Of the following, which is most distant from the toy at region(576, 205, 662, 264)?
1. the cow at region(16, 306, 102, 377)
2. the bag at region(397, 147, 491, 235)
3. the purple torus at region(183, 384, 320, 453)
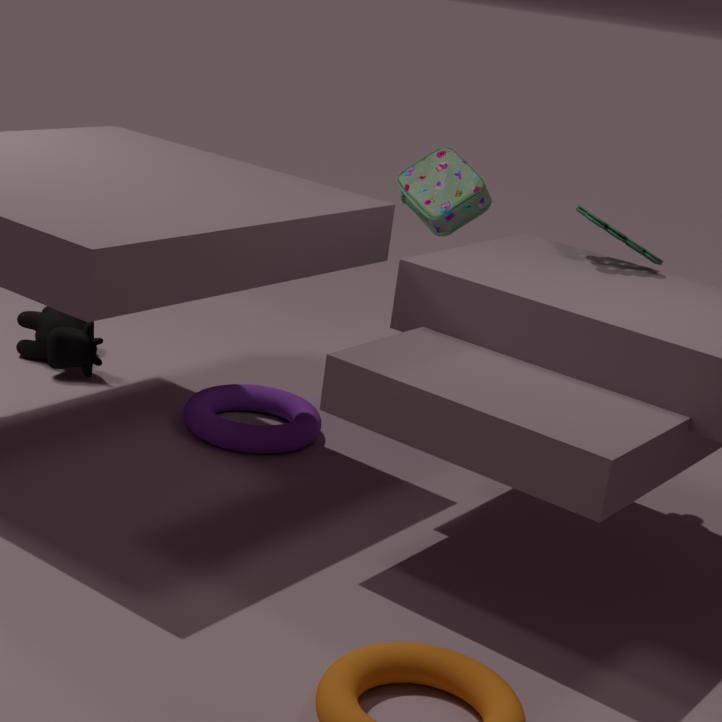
the cow at region(16, 306, 102, 377)
